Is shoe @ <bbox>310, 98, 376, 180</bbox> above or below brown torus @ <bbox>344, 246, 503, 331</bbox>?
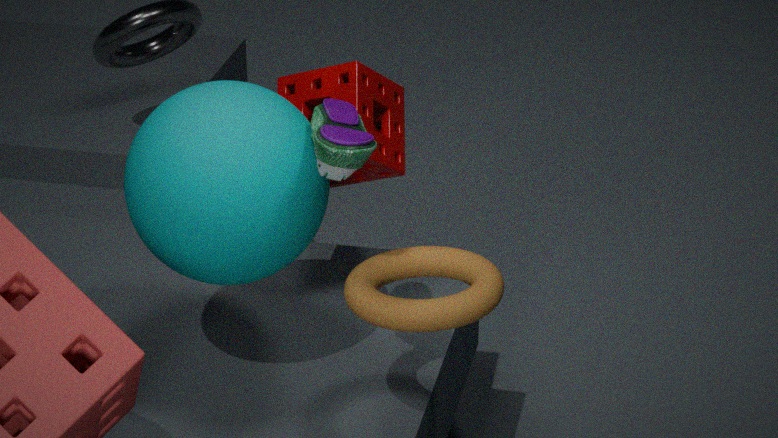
above
